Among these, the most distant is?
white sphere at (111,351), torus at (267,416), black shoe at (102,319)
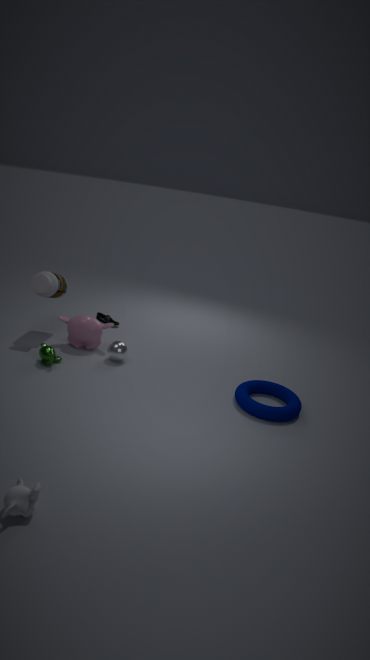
black shoe at (102,319)
